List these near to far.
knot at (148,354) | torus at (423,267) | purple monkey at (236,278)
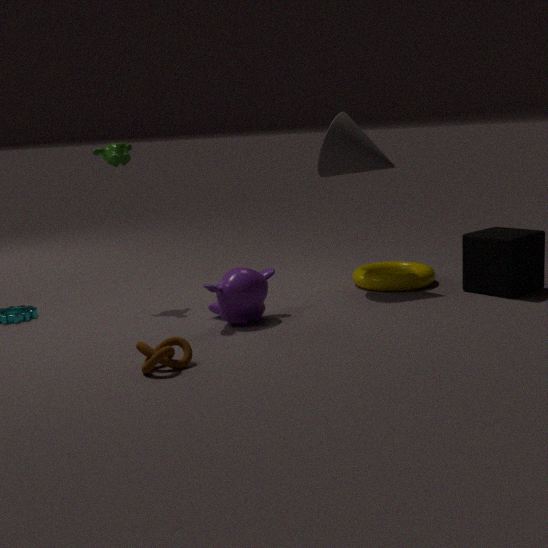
knot at (148,354), purple monkey at (236,278), torus at (423,267)
